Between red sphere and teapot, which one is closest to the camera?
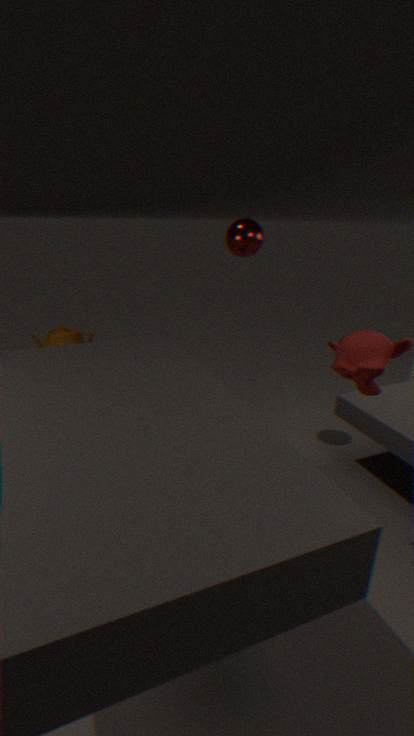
red sphere
